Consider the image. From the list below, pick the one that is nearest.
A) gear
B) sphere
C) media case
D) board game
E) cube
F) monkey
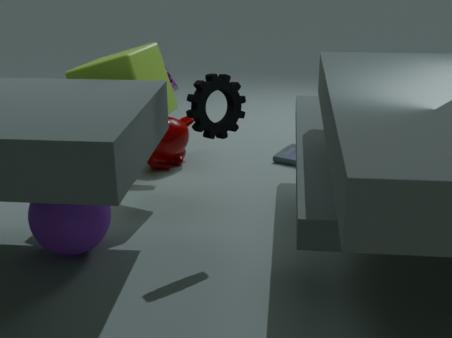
gear
